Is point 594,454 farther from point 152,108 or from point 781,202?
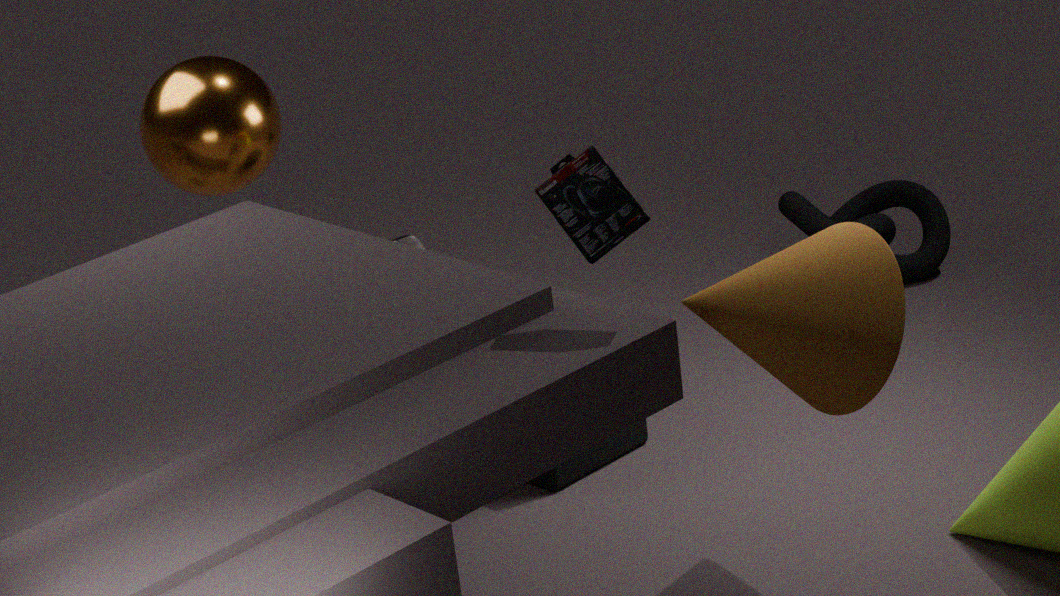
point 781,202
